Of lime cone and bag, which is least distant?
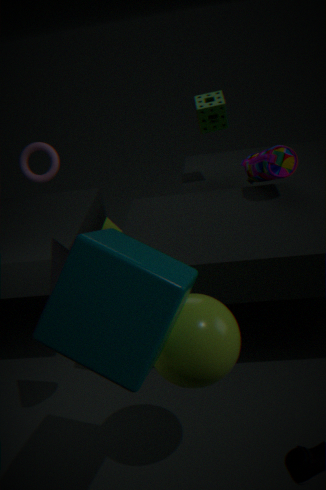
bag
